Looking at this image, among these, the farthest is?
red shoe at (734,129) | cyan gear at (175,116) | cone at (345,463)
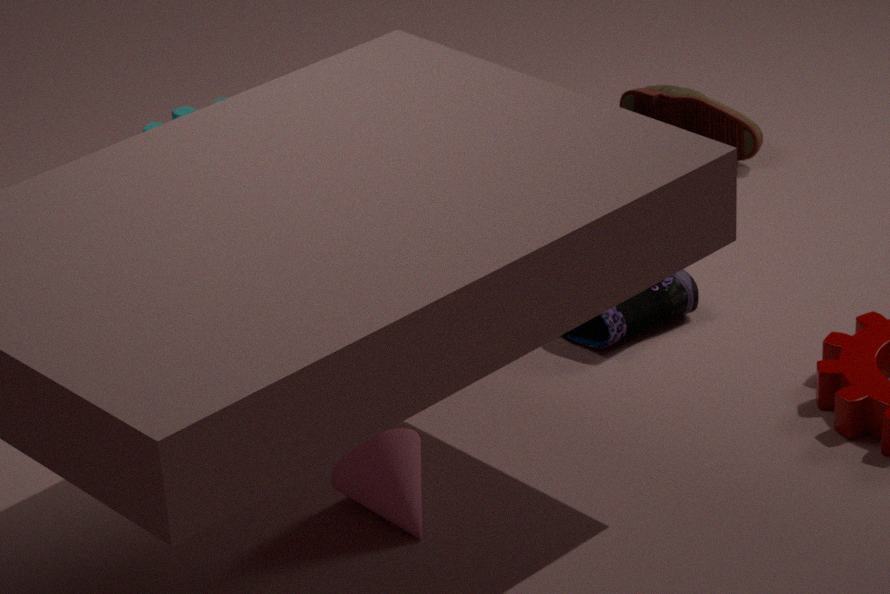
cyan gear at (175,116)
